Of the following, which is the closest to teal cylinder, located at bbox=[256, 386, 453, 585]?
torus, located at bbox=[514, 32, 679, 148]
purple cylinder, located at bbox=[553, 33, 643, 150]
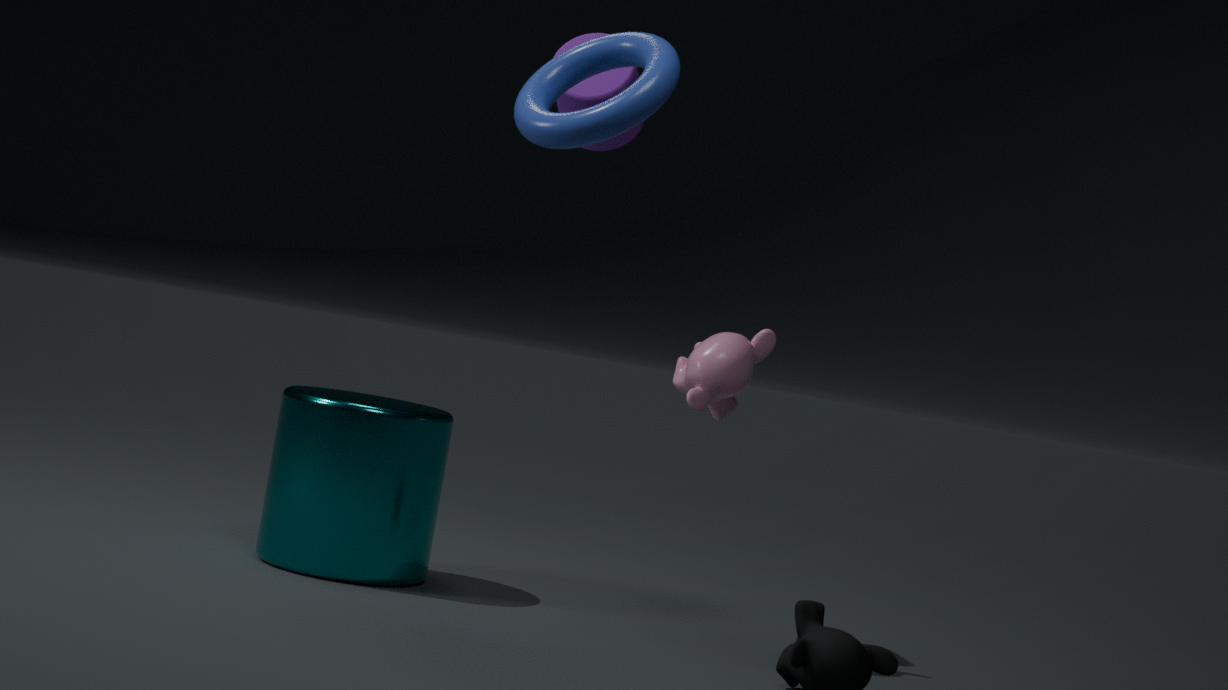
purple cylinder, located at bbox=[553, 33, 643, 150]
